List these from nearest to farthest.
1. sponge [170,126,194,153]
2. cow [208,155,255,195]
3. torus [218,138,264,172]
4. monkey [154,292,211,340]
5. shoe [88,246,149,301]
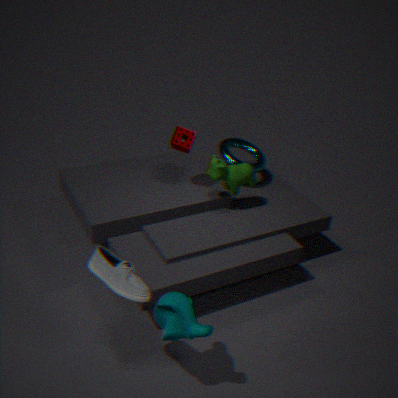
shoe [88,246,149,301], monkey [154,292,211,340], cow [208,155,255,195], sponge [170,126,194,153], torus [218,138,264,172]
